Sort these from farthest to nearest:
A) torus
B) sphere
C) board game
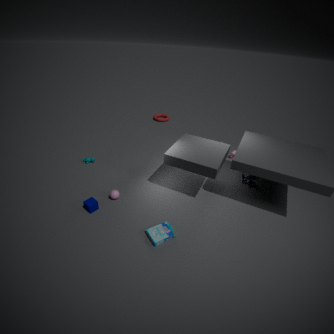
torus → sphere → board game
